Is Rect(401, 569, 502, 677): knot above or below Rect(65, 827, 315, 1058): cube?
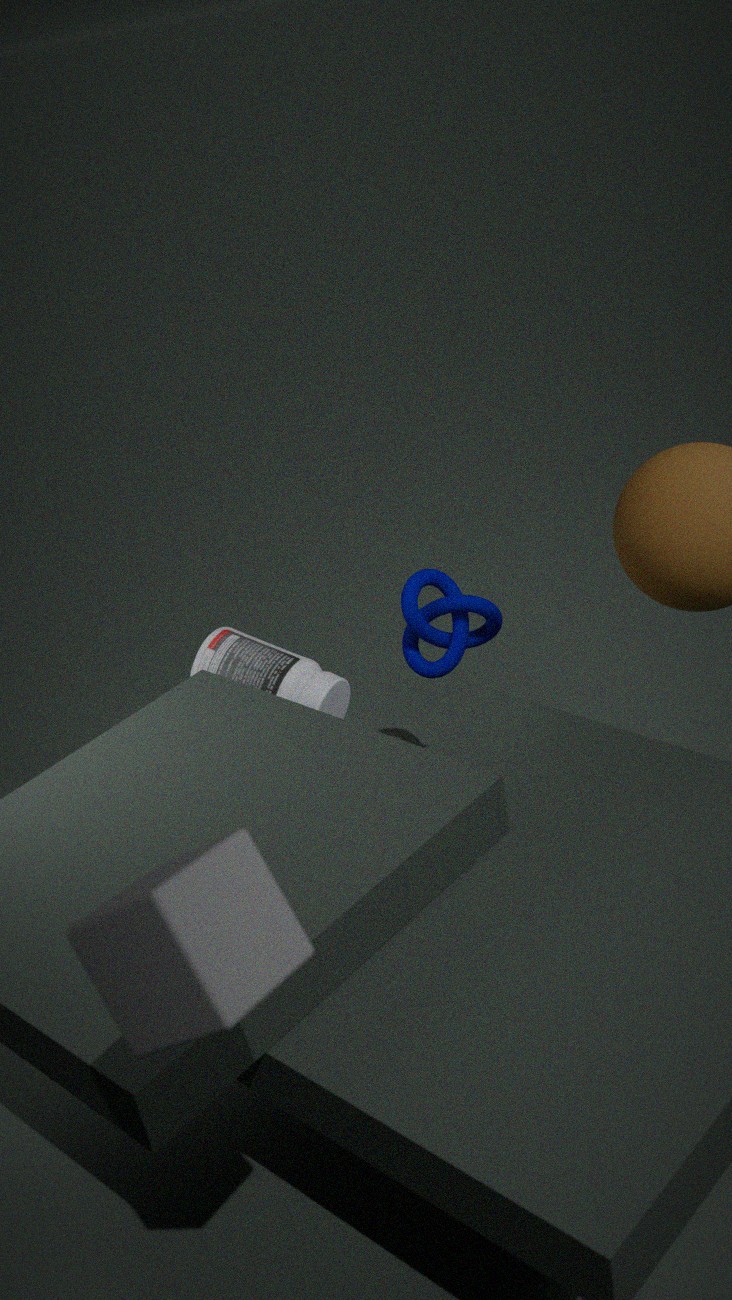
below
